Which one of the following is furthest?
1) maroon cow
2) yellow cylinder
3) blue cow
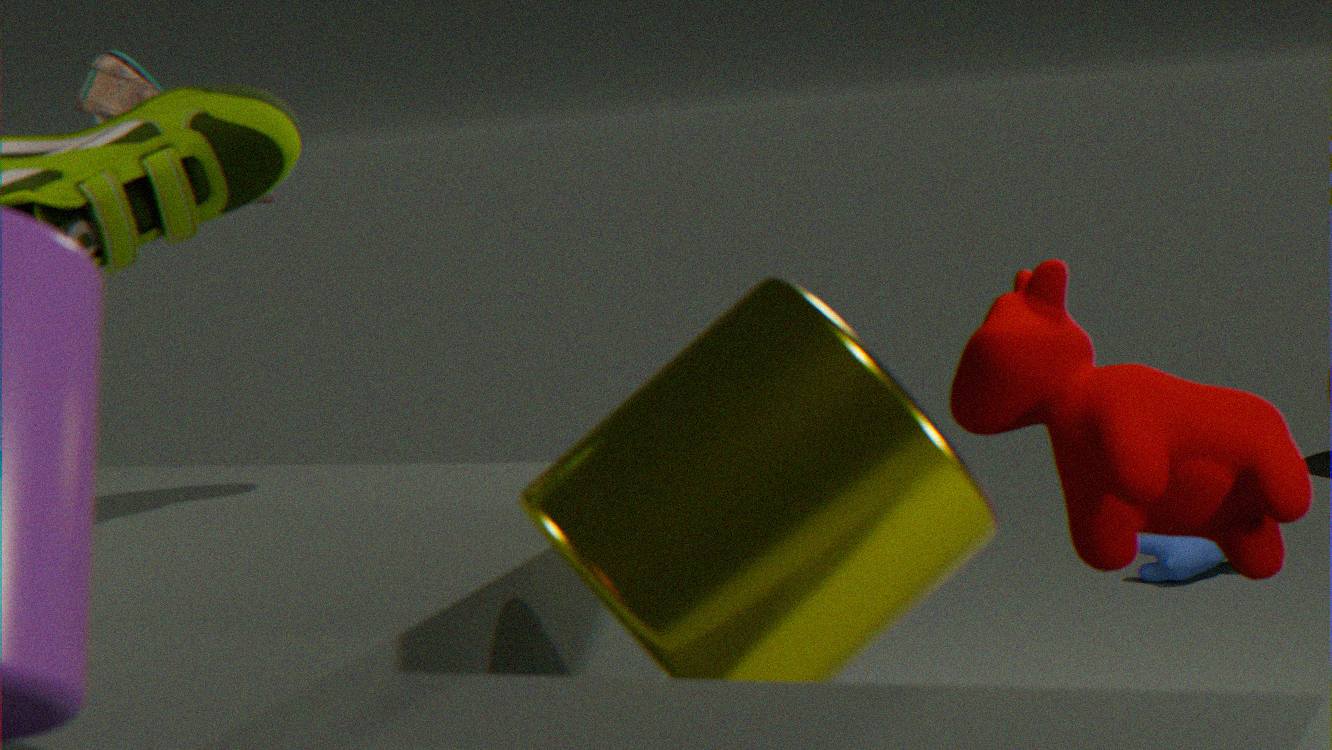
3. blue cow
